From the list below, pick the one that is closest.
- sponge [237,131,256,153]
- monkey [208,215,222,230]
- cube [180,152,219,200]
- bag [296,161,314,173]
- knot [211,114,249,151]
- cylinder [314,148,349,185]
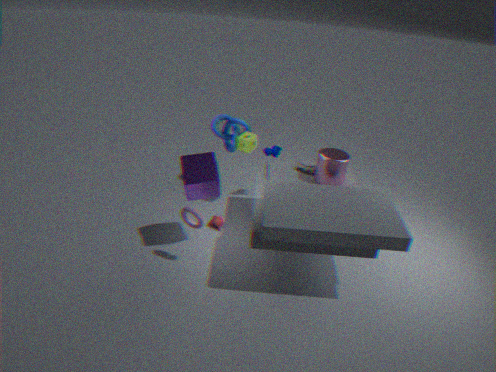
cube [180,152,219,200]
